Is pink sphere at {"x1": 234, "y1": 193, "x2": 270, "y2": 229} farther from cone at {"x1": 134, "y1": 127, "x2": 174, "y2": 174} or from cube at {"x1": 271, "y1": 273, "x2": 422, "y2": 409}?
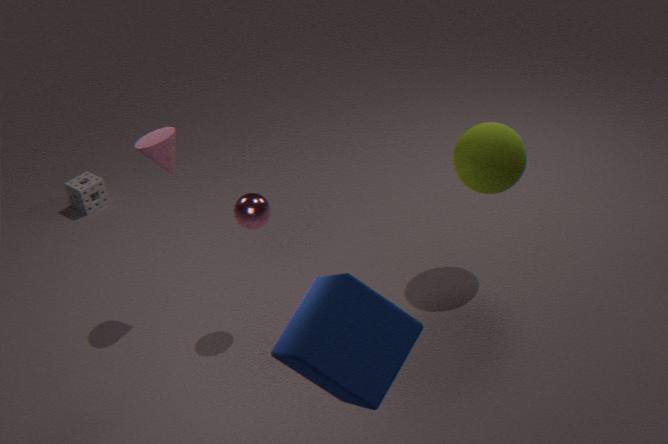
cube at {"x1": 271, "y1": 273, "x2": 422, "y2": 409}
